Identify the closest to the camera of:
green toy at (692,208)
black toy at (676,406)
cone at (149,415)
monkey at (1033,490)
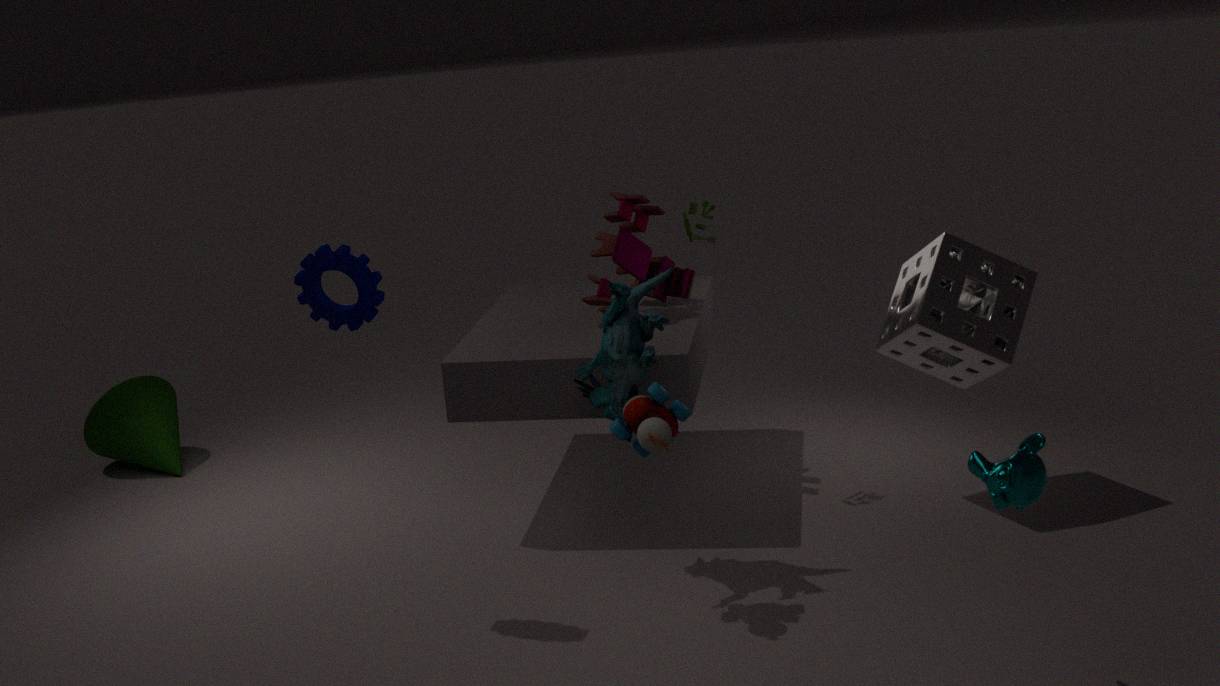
monkey at (1033,490)
